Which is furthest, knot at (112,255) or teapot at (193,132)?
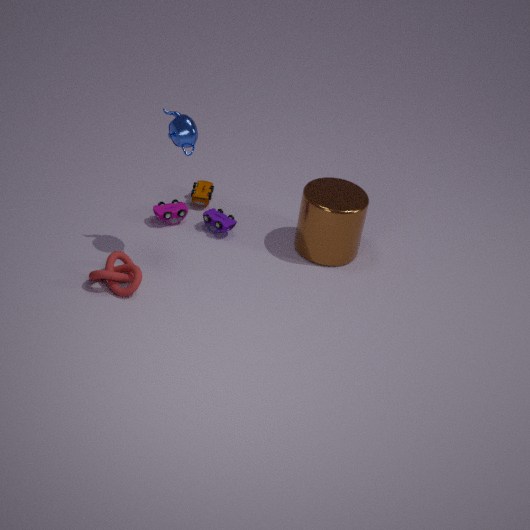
knot at (112,255)
